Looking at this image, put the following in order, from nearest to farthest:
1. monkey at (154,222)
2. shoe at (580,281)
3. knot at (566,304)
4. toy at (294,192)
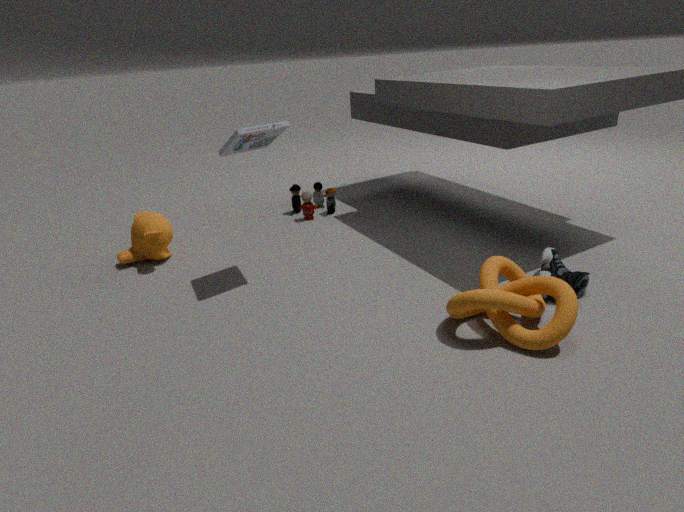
knot at (566,304) < shoe at (580,281) < monkey at (154,222) < toy at (294,192)
